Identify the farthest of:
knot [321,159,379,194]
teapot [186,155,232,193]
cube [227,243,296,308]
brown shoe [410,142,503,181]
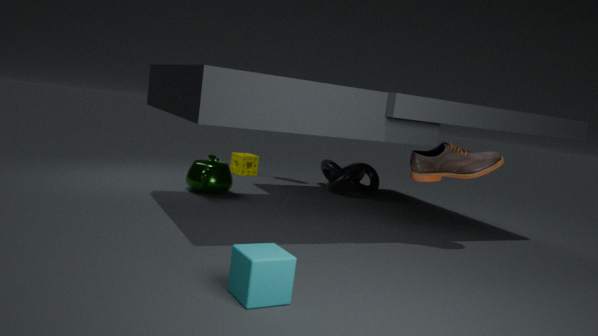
knot [321,159,379,194]
